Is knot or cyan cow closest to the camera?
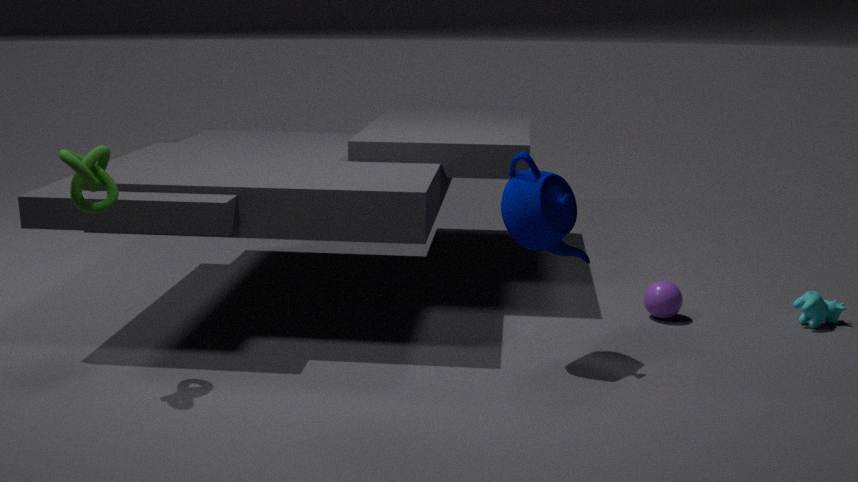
knot
